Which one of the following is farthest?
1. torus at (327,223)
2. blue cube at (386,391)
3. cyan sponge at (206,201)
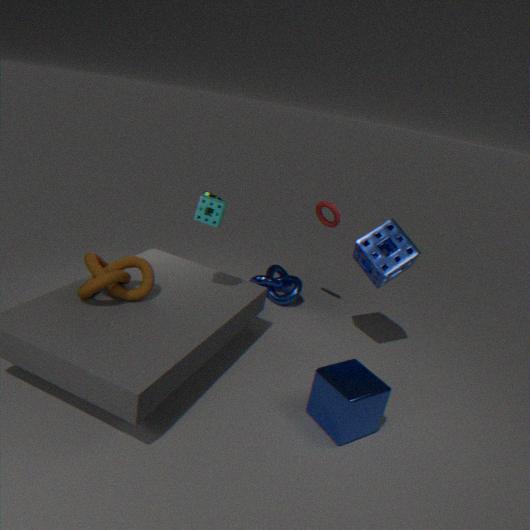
torus at (327,223)
